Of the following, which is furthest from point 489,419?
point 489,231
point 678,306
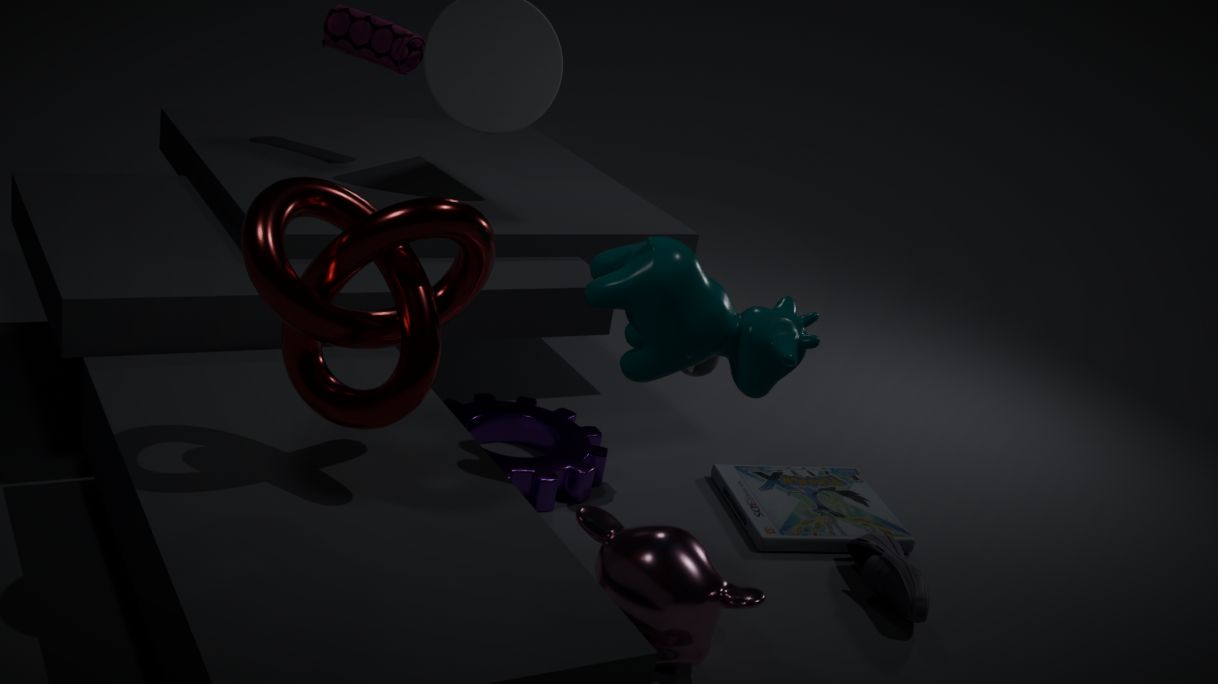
→ point 489,231
